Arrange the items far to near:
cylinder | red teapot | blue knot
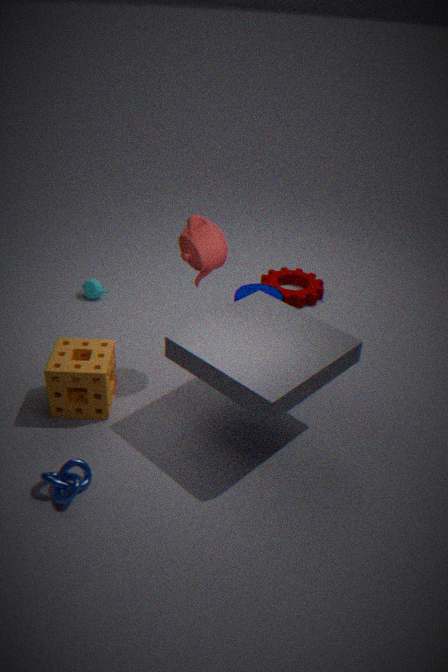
cylinder → red teapot → blue knot
